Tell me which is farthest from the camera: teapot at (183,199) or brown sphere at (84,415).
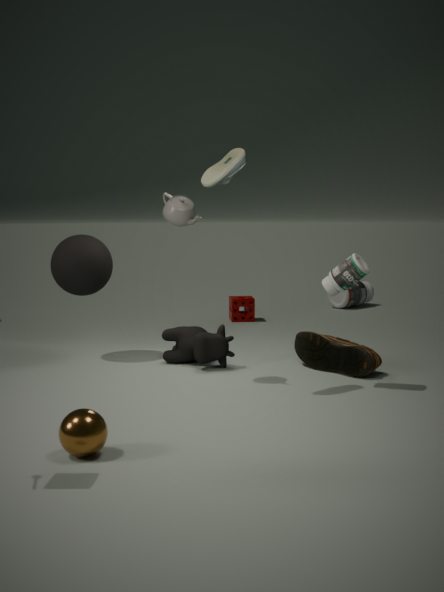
teapot at (183,199)
